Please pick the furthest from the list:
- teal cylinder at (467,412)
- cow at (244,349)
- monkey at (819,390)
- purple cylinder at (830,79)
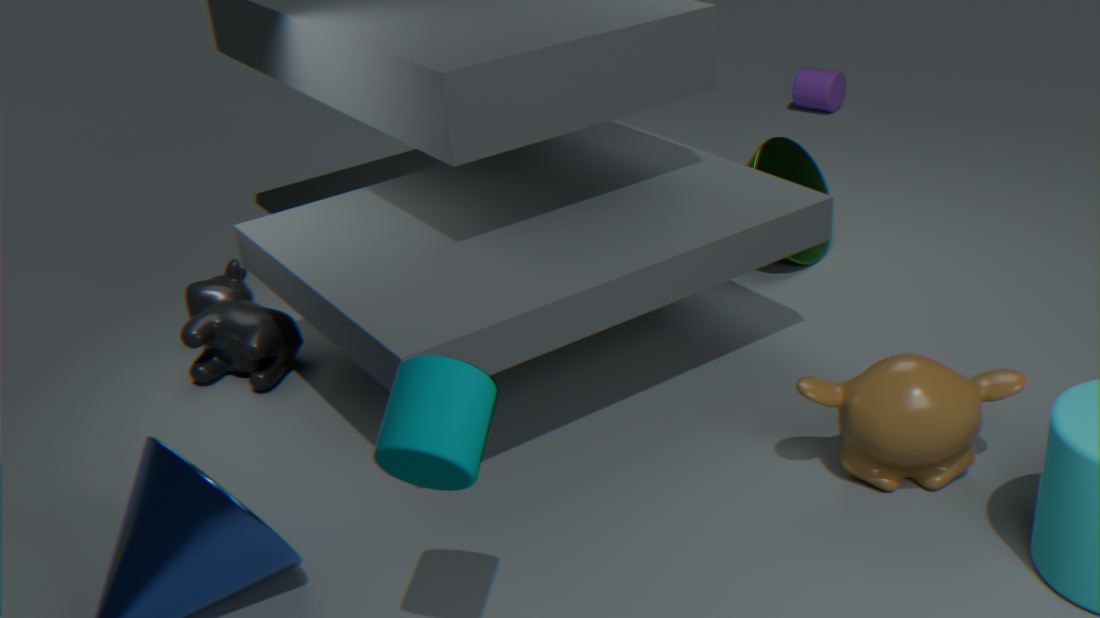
purple cylinder at (830,79)
